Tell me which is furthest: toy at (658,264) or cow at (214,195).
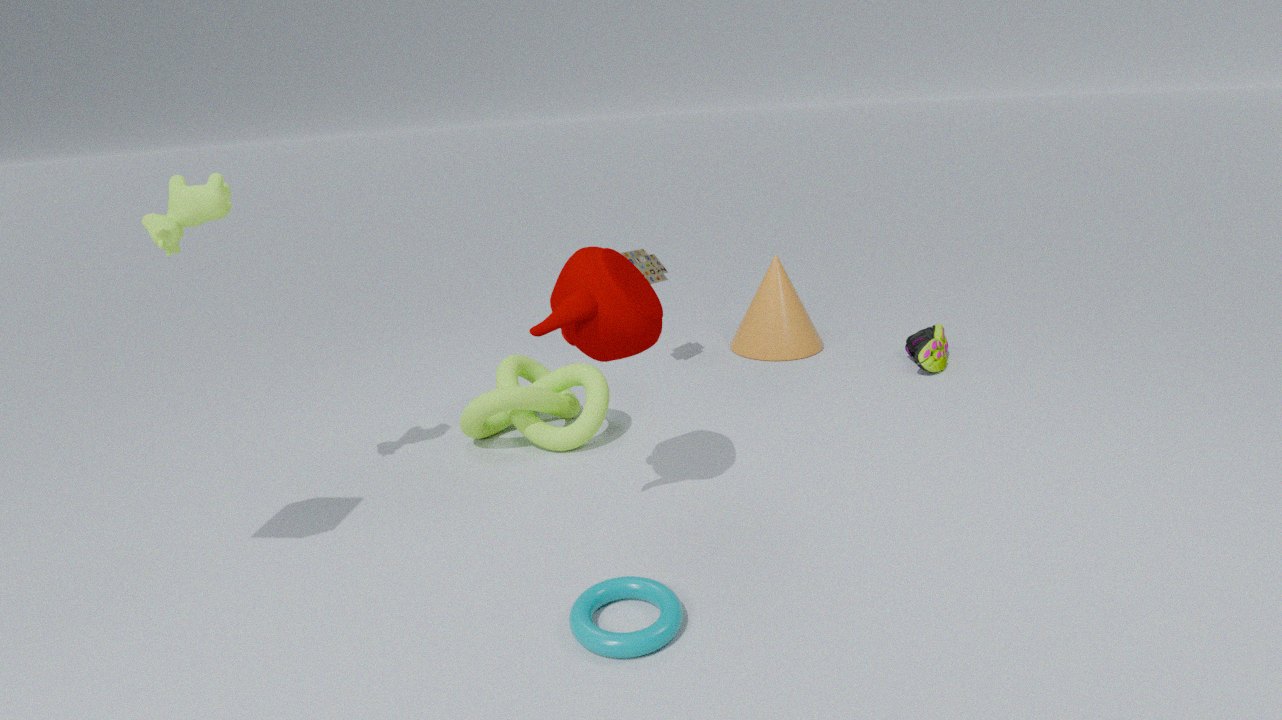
toy at (658,264)
